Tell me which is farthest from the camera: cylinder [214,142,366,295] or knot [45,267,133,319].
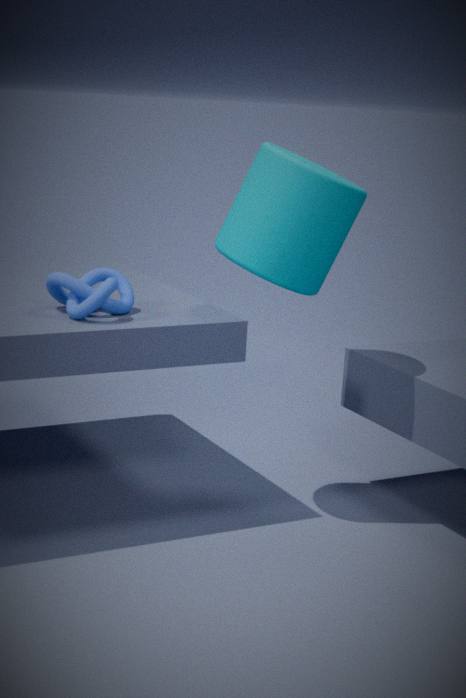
cylinder [214,142,366,295]
